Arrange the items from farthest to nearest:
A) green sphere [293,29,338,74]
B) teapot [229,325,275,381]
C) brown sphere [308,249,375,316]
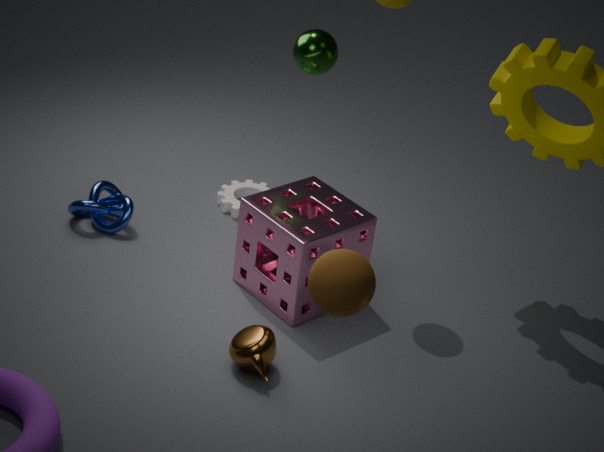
1. green sphere [293,29,338,74]
2. teapot [229,325,275,381]
3. brown sphere [308,249,375,316]
